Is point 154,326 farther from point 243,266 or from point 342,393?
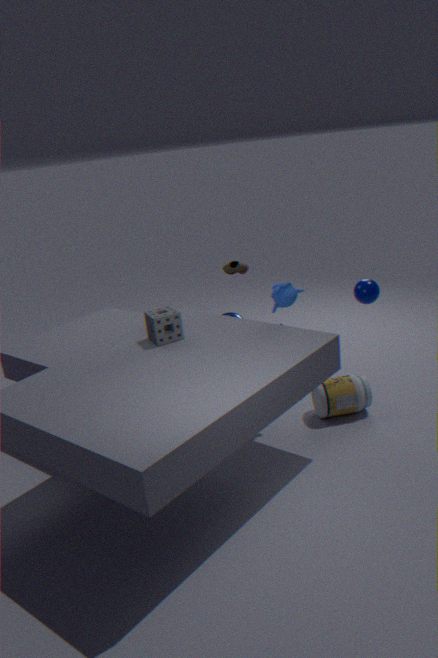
point 243,266
